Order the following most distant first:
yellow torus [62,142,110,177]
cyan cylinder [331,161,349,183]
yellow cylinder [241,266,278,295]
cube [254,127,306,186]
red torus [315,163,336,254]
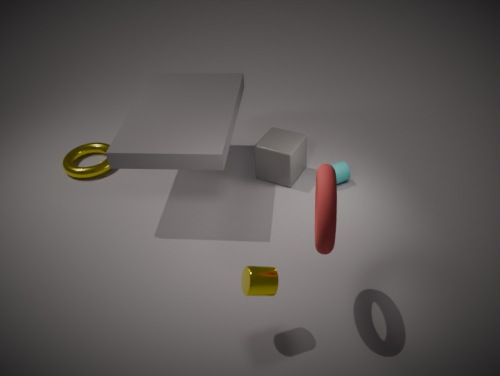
yellow torus [62,142,110,177] < cyan cylinder [331,161,349,183] < cube [254,127,306,186] < yellow cylinder [241,266,278,295] < red torus [315,163,336,254]
